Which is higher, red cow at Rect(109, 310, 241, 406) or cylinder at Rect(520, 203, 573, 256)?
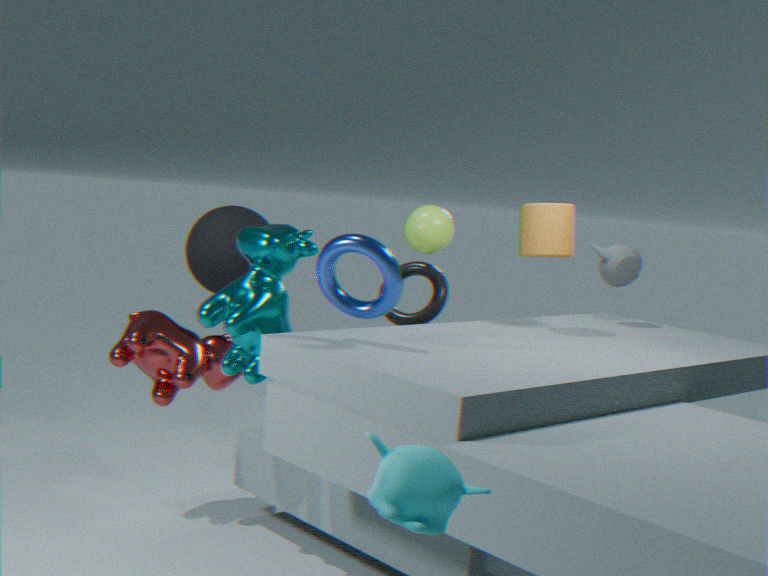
cylinder at Rect(520, 203, 573, 256)
